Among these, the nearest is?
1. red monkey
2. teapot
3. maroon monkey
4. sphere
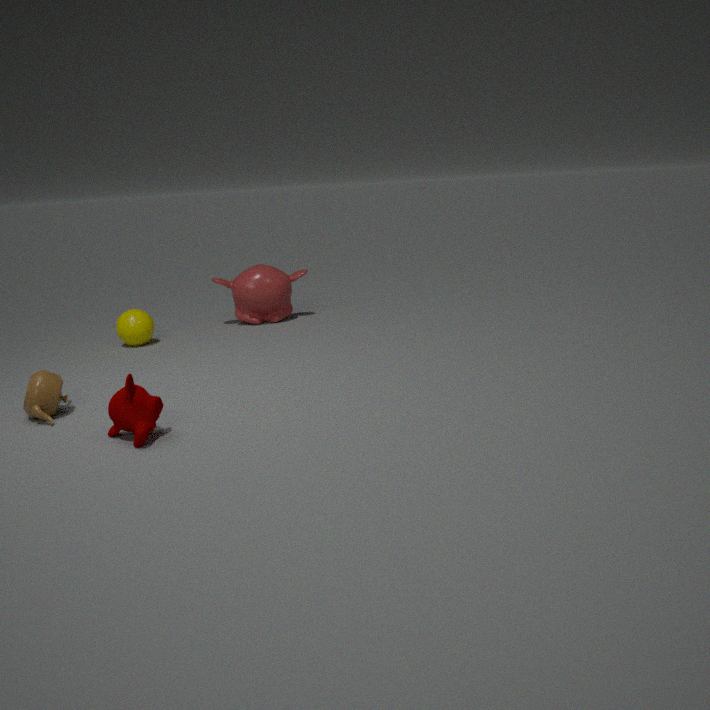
maroon monkey
